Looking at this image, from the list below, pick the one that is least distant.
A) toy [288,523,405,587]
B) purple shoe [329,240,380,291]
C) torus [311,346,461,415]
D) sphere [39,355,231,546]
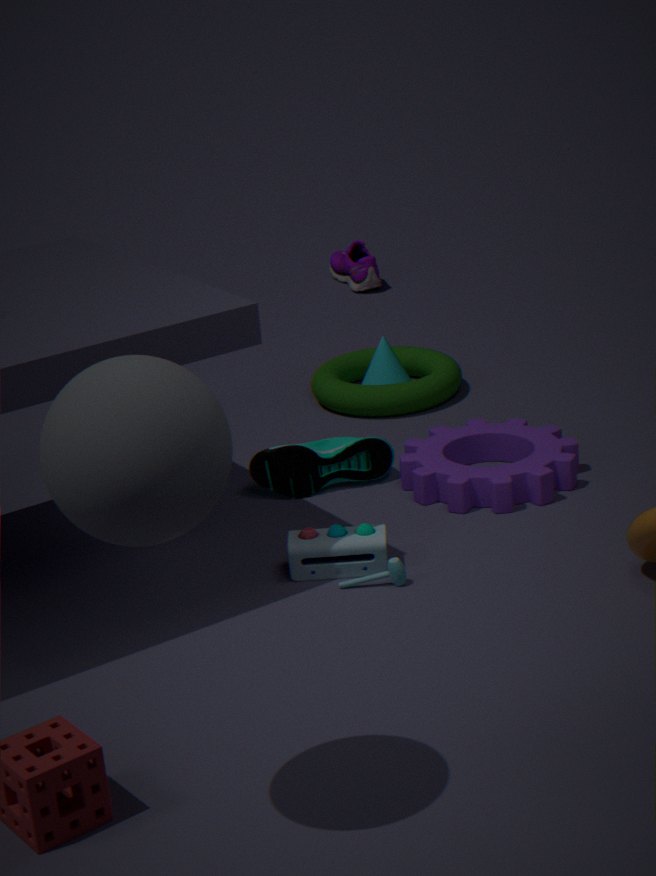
sphere [39,355,231,546]
